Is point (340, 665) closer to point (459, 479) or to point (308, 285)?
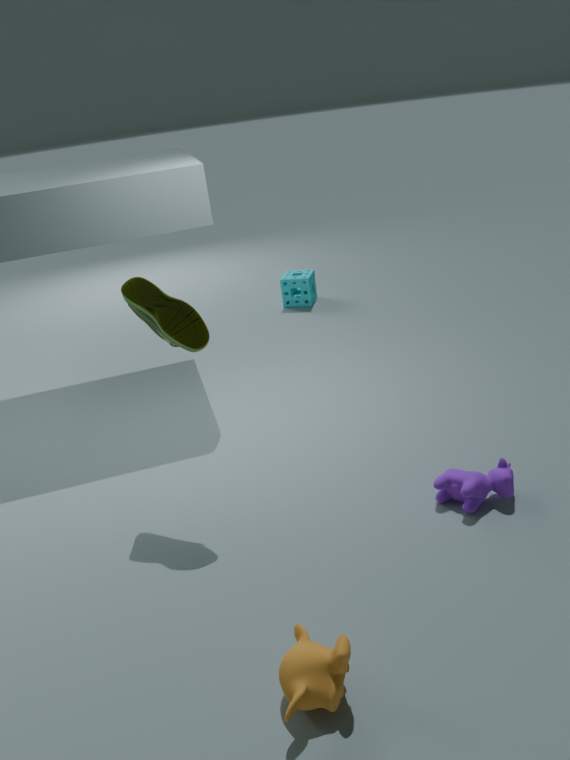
point (459, 479)
